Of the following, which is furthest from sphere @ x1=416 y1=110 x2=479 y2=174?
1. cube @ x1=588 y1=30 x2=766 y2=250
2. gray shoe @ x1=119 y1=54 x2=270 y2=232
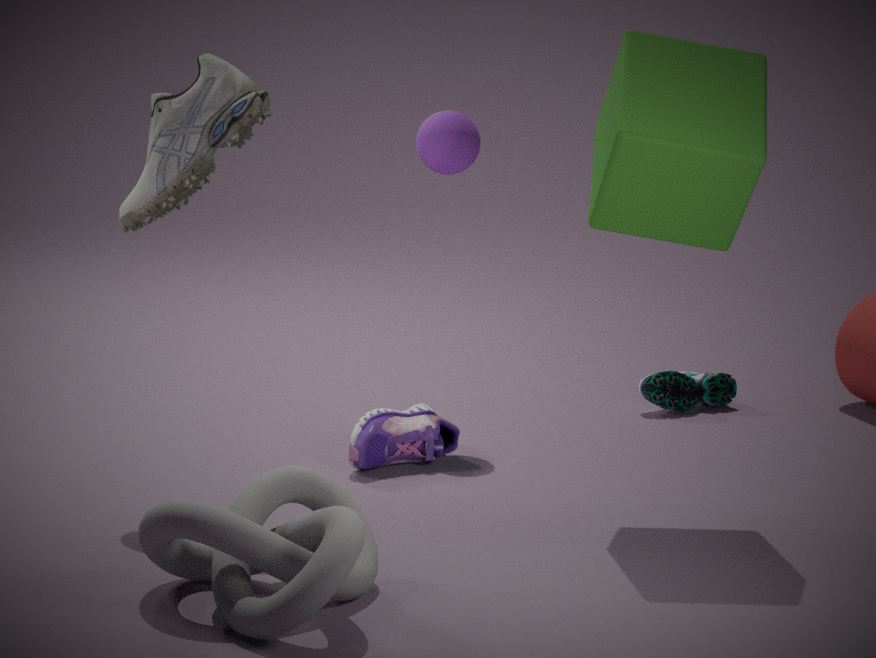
gray shoe @ x1=119 y1=54 x2=270 y2=232
